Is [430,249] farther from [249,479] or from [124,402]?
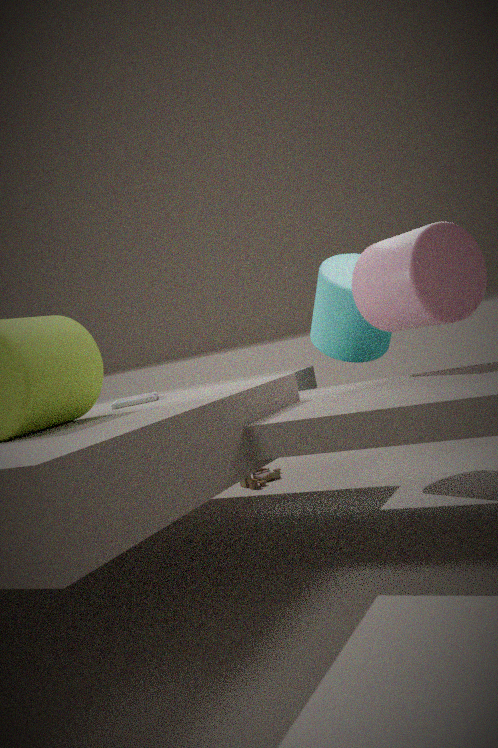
[249,479]
